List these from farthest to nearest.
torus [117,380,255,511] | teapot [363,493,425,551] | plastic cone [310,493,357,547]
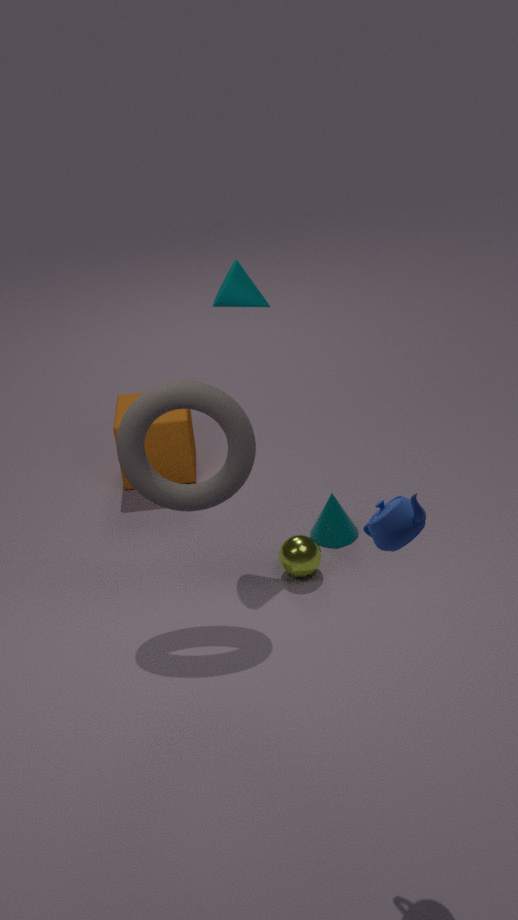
plastic cone [310,493,357,547]
torus [117,380,255,511]
teapot [363,493,425,551]
